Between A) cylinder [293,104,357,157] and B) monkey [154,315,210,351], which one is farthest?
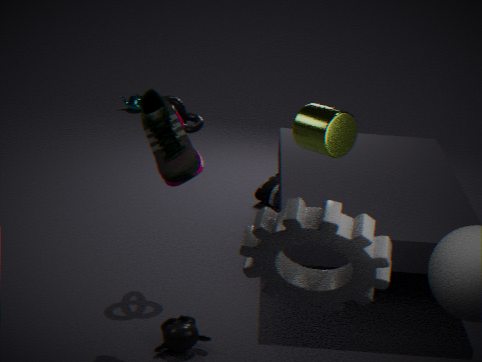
B. monkey [154,315,210,351]
